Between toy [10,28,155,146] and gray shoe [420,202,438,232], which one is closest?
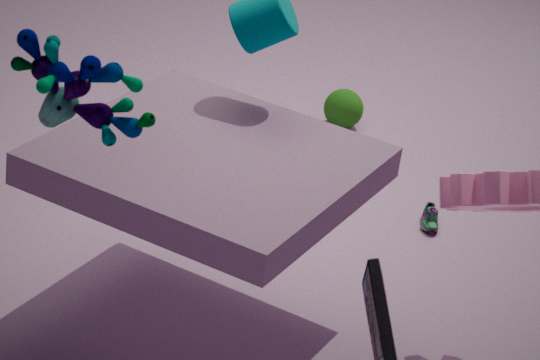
toy [10,28,155,146]
